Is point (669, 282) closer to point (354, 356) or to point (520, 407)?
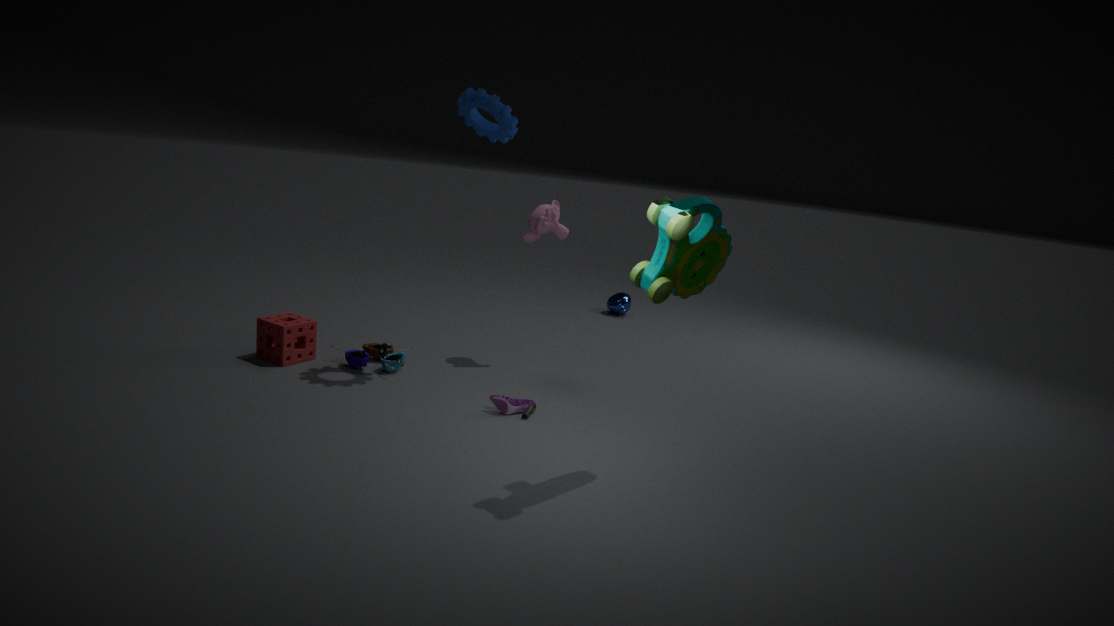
point (520, 407)
